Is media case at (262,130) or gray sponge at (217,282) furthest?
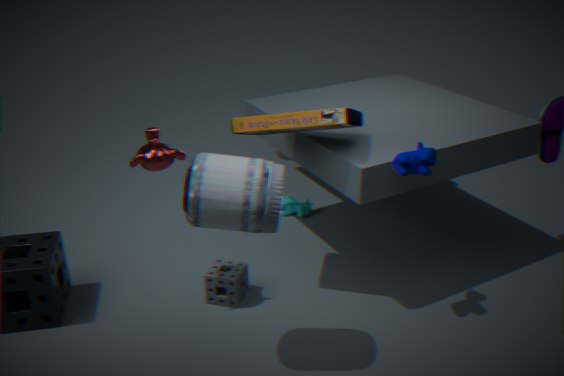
gray sponge at (217,282)
